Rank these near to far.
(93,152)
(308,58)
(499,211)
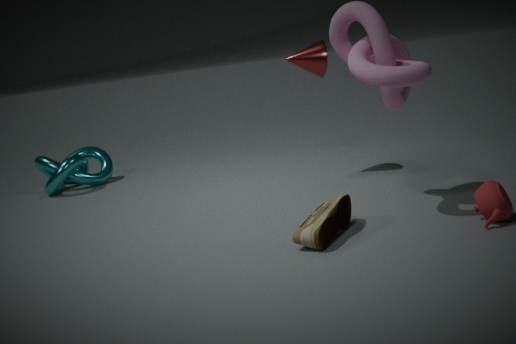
(499,211)
(308,58)
(93,152)
